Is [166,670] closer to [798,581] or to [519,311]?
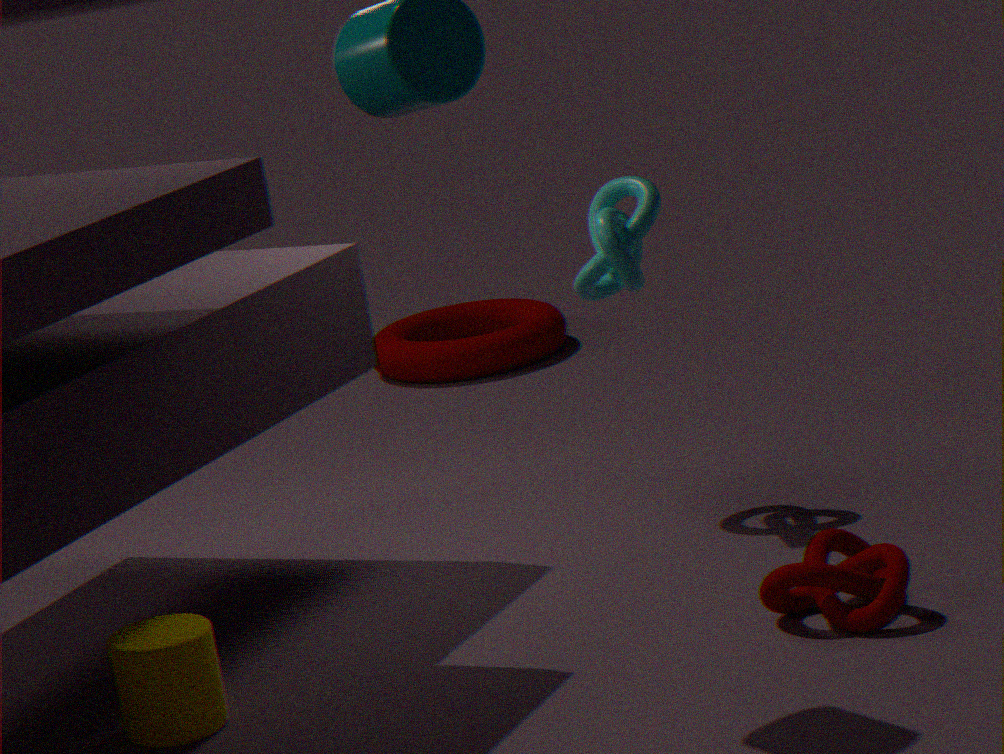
[798,581]
